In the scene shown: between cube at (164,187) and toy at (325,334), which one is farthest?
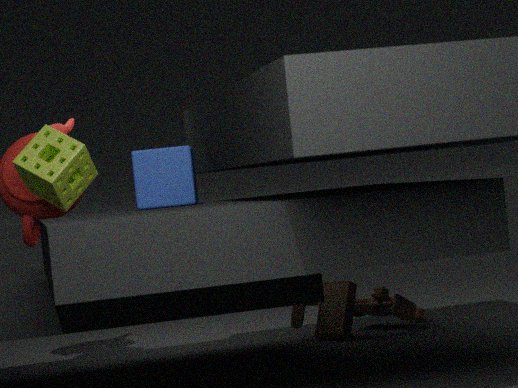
toy at (325,334)
